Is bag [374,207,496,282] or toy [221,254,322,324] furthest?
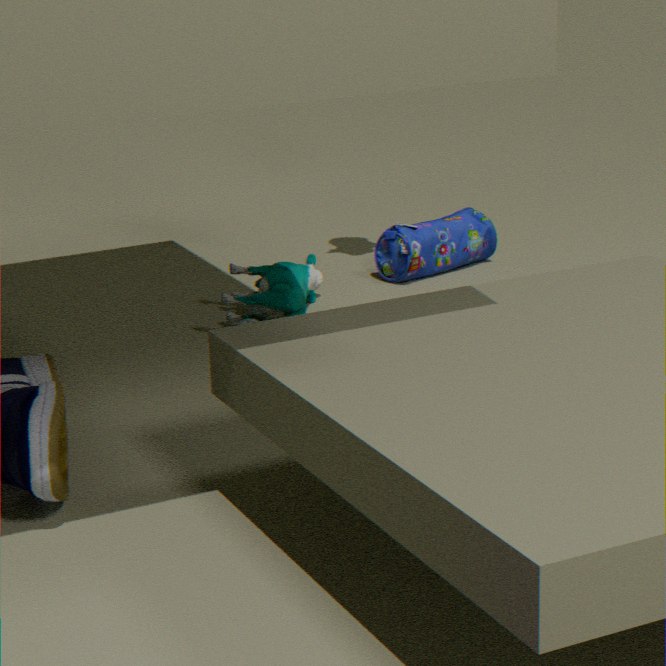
bag [374,207,496,282]
